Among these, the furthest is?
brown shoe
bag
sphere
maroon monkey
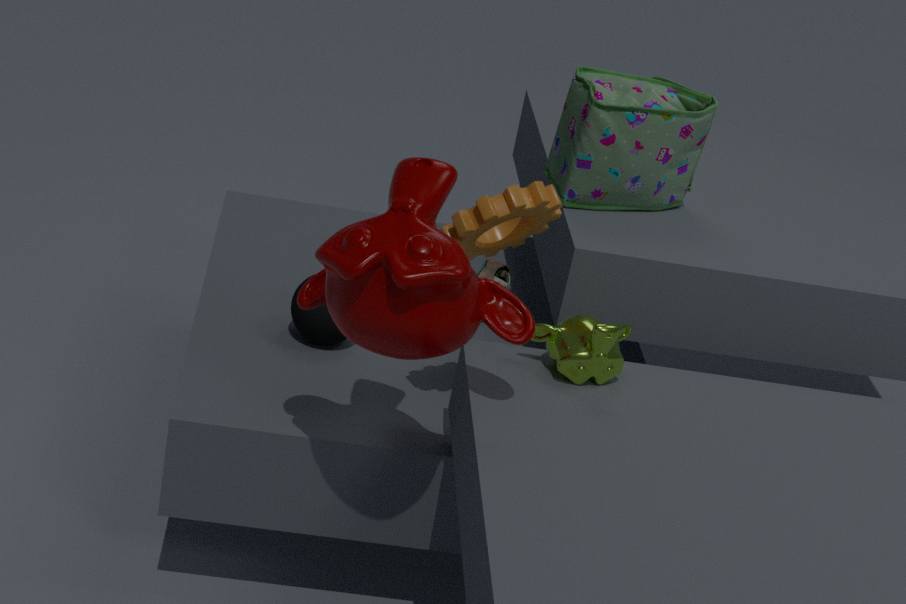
brown shoe
